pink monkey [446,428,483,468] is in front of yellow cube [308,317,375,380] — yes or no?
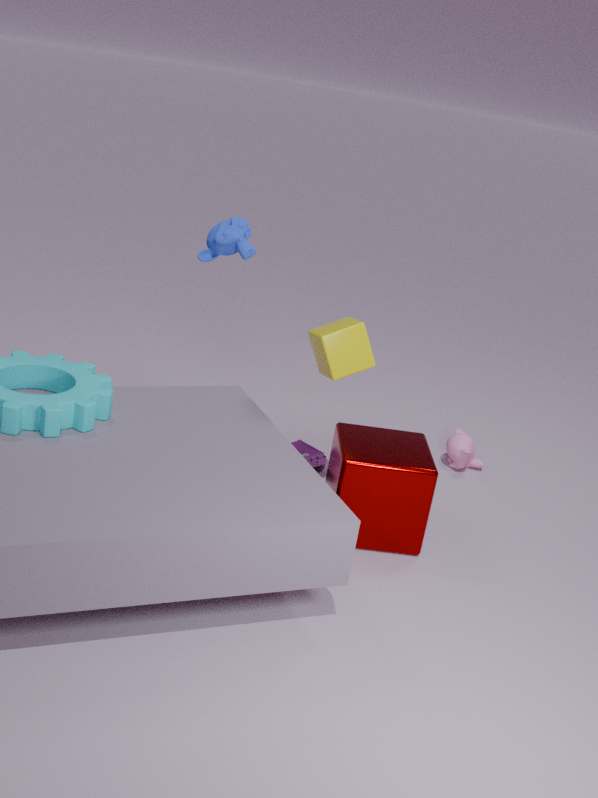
No
